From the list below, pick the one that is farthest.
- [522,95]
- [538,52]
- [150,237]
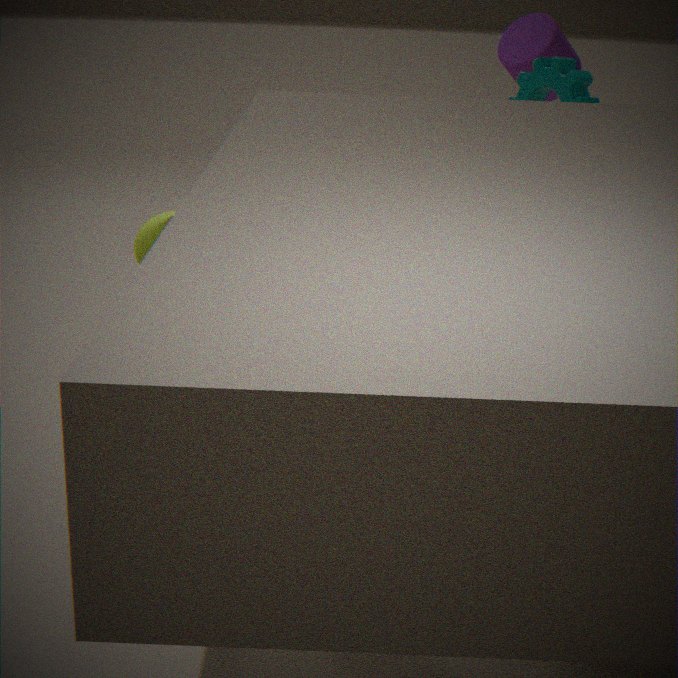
[538,52]
